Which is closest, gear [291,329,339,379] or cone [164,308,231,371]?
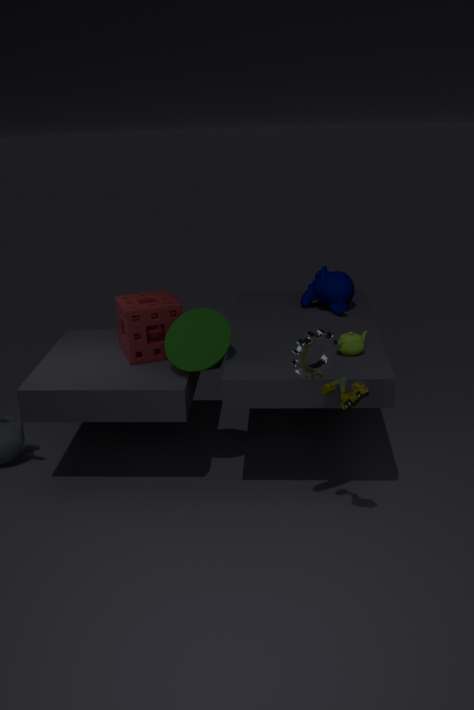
gear [291,329,339,379]
